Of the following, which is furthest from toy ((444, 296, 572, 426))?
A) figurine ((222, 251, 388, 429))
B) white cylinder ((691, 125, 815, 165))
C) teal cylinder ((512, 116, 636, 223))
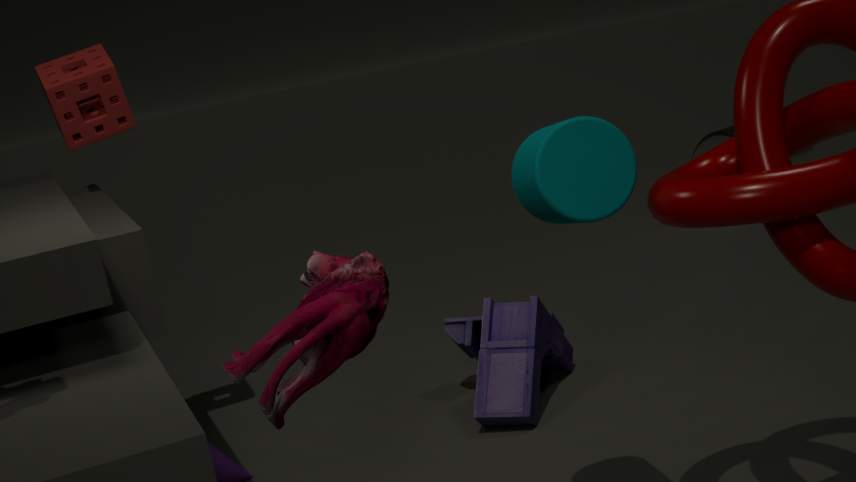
white cylinder ((691, 125, 815, 165))
